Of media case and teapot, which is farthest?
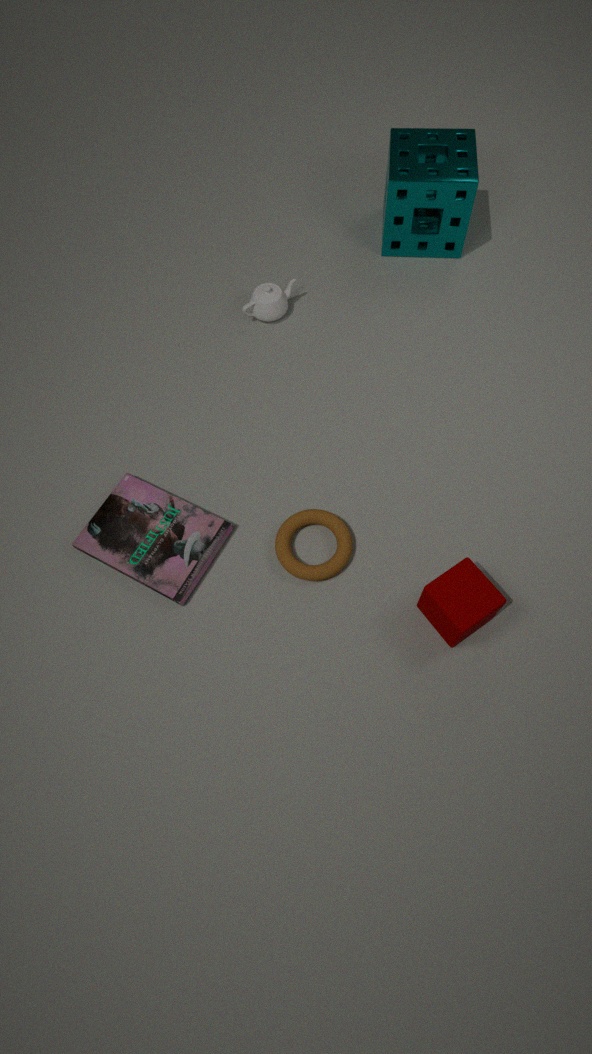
teapot
